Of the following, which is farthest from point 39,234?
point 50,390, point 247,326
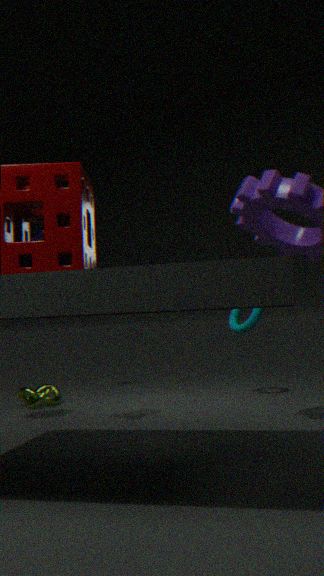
point 247,326
